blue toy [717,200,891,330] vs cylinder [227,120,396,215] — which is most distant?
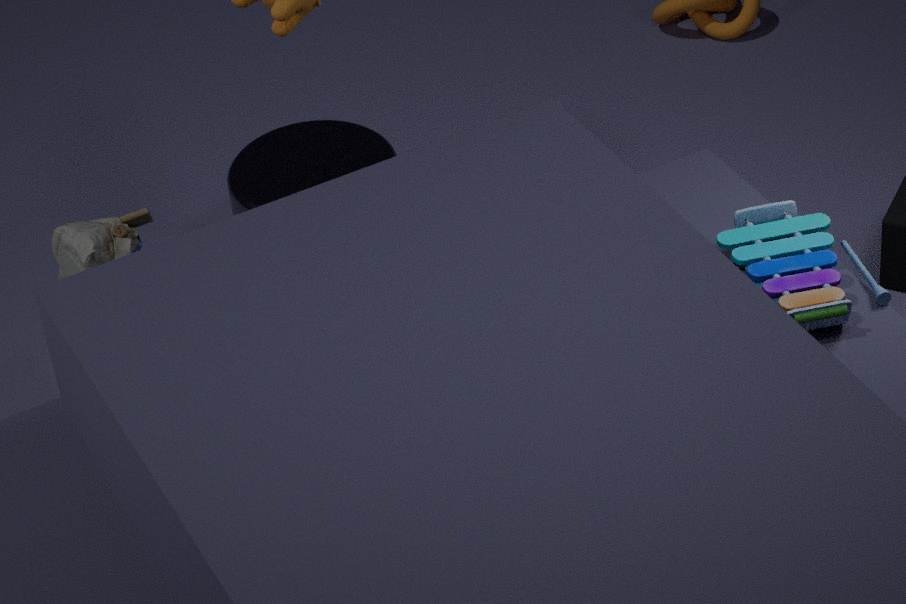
cylinder [227,120,396,215]
